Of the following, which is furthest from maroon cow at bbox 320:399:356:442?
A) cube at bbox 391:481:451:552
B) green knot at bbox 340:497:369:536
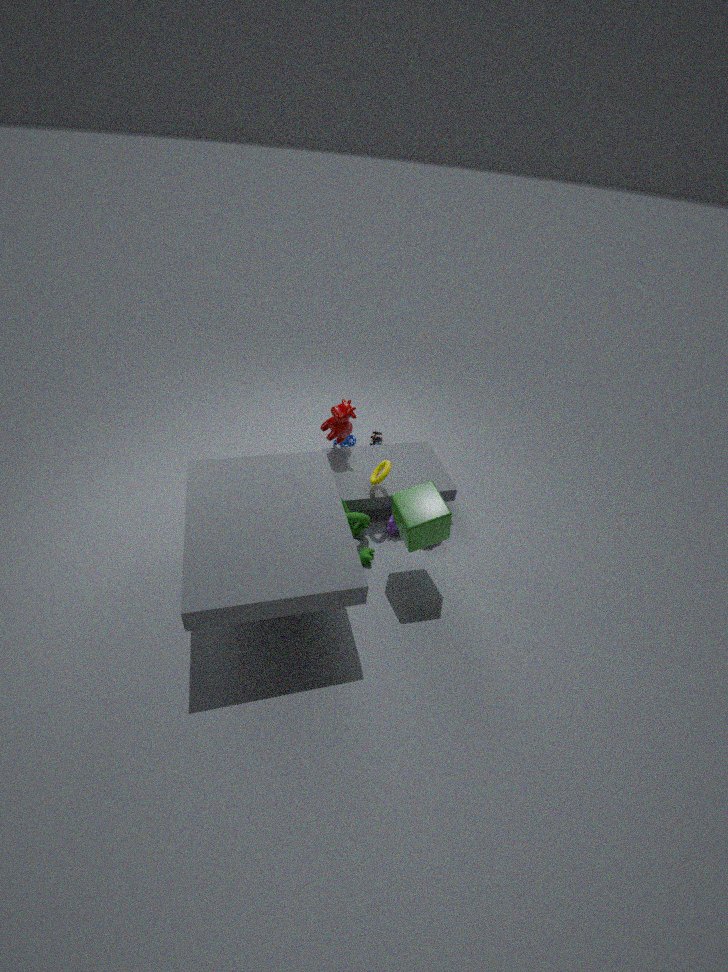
cube at bbox 391:481:451:552
